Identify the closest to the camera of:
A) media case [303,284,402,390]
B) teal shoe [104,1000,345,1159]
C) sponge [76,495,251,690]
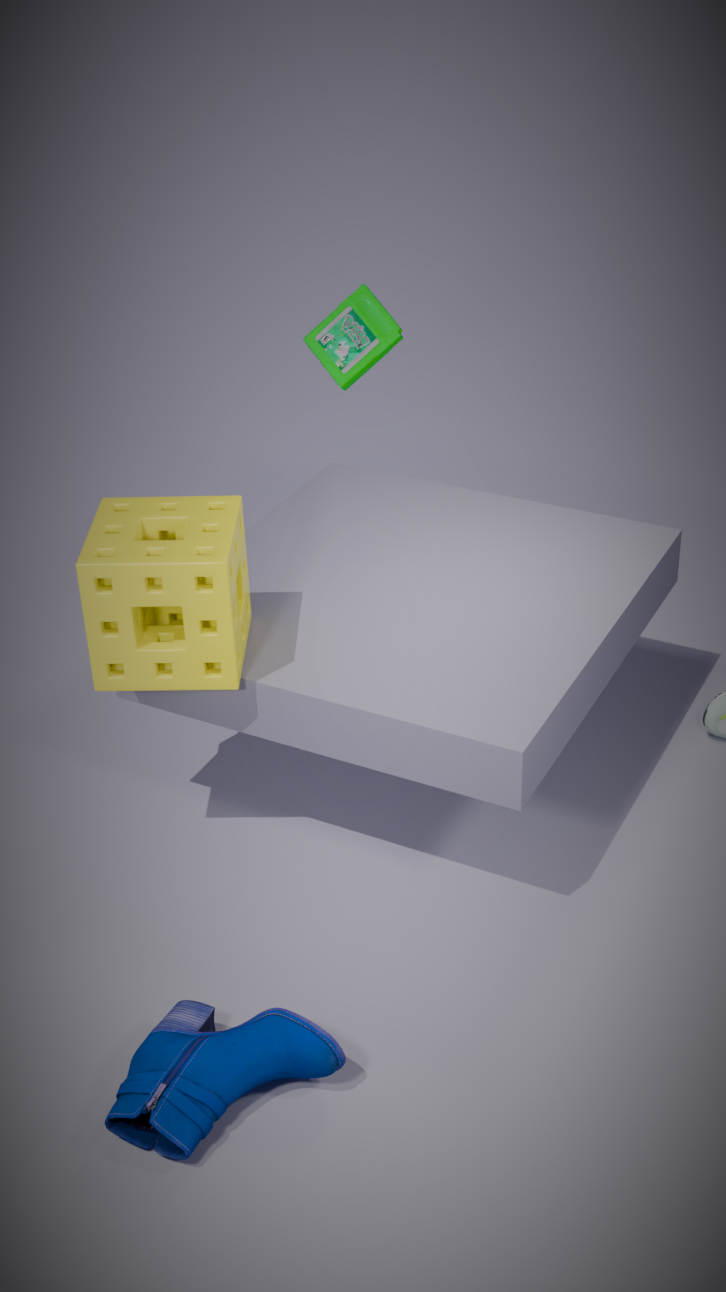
teal shoe [104,1000,345,1159]
